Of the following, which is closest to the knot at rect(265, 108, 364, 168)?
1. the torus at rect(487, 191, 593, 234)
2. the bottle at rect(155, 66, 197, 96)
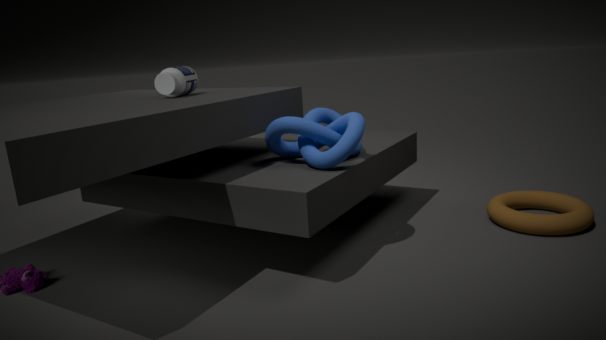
the bottle at rect(155, 66, 197, 96)
